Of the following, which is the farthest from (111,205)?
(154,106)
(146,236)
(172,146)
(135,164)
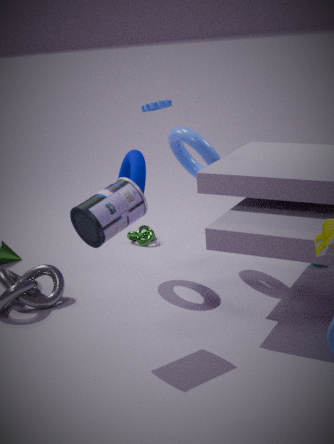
(154,106)
